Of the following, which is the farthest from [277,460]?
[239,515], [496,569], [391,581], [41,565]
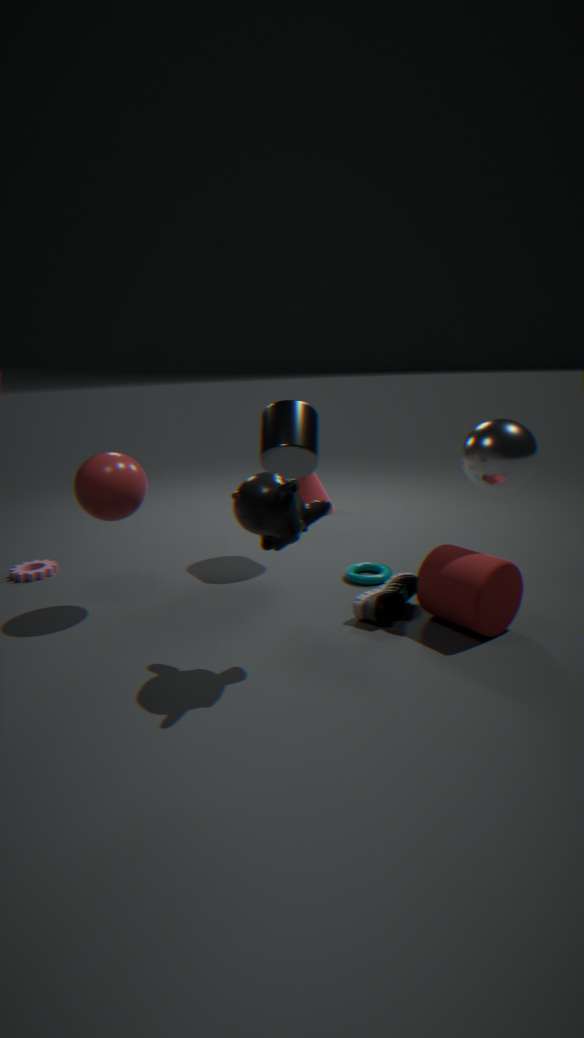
[41,565]
